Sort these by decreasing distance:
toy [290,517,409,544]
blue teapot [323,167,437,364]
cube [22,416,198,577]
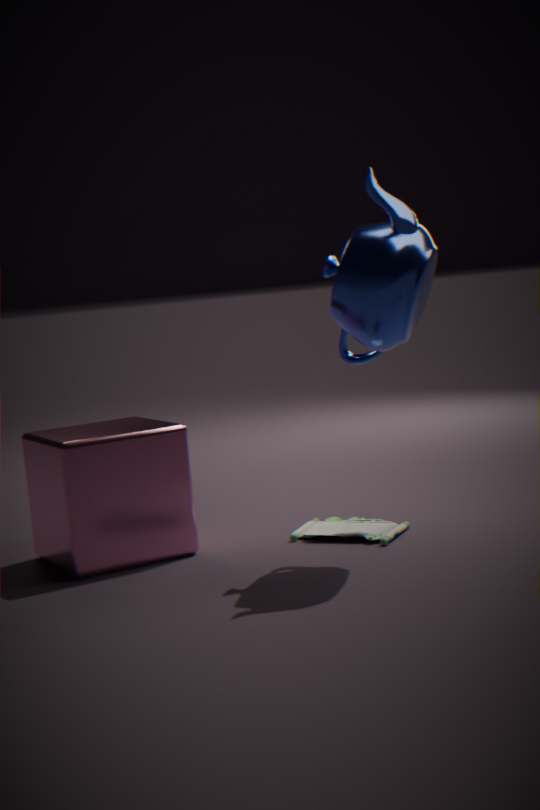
toy [290,517,409,544], cube [22,416,198,577], blue teapot [323,167,437,364]
